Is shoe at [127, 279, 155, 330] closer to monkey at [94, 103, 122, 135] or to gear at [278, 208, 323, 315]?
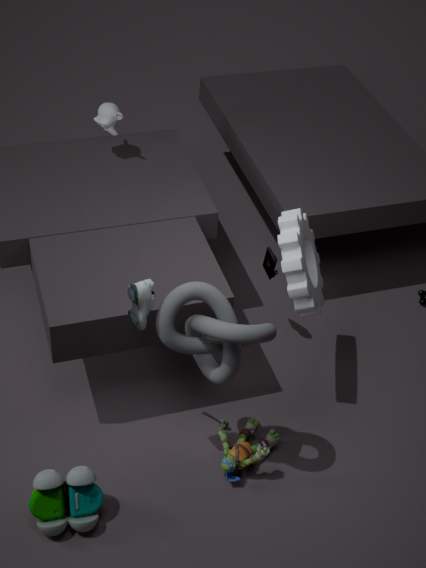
gear at [278, 208, 323, 315]
